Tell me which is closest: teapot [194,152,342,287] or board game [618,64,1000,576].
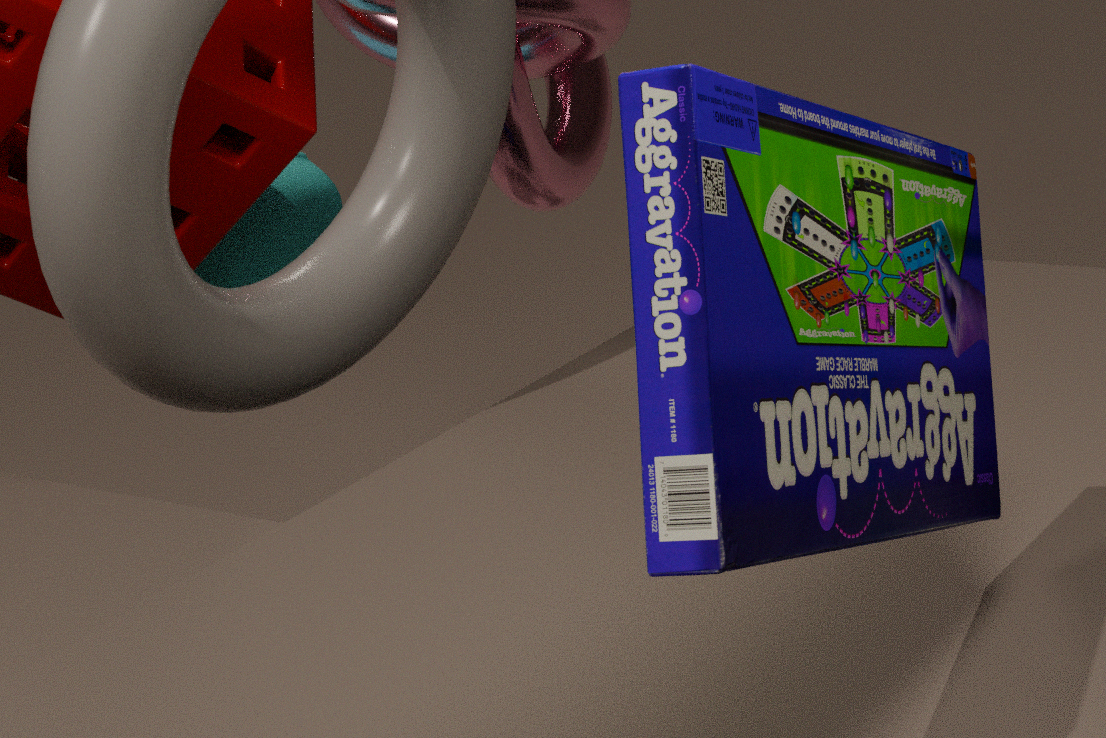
board game [618,64,1000,576]
